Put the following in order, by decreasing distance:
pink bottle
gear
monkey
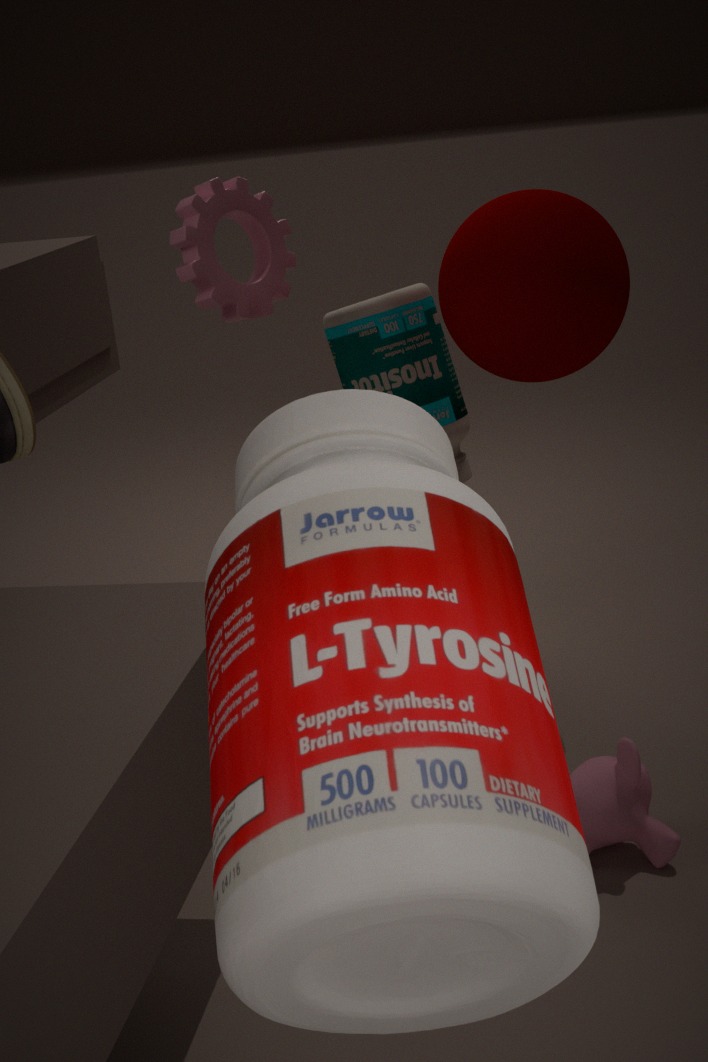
gear < monkey < pink bottle
